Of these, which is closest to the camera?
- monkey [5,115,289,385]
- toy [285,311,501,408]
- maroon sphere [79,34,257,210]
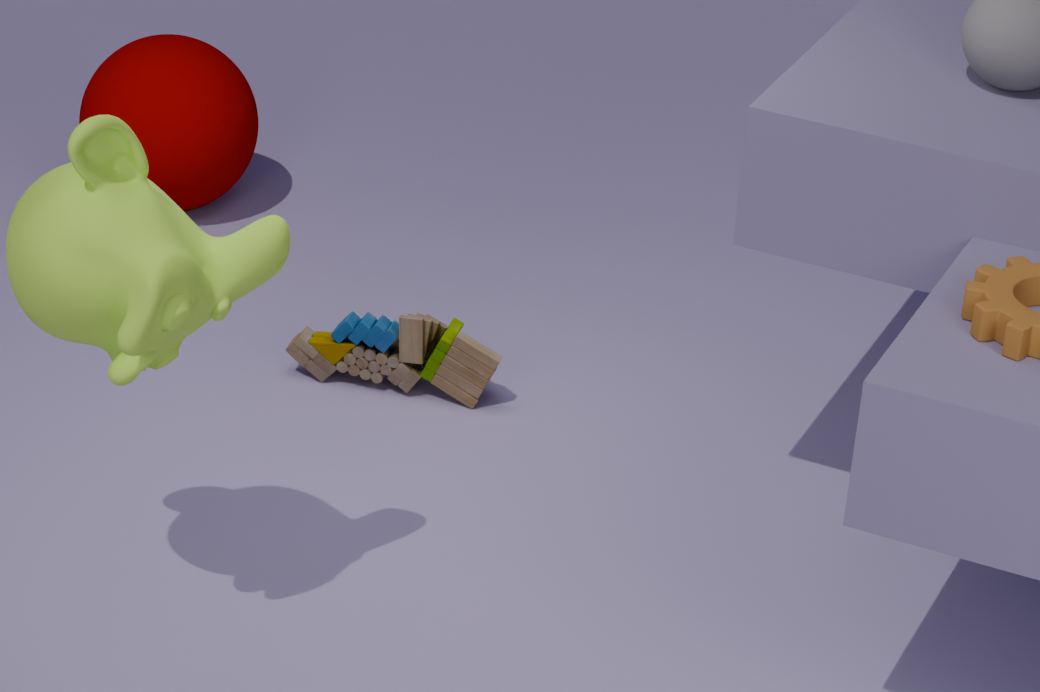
monkey [5,115,289,385]
